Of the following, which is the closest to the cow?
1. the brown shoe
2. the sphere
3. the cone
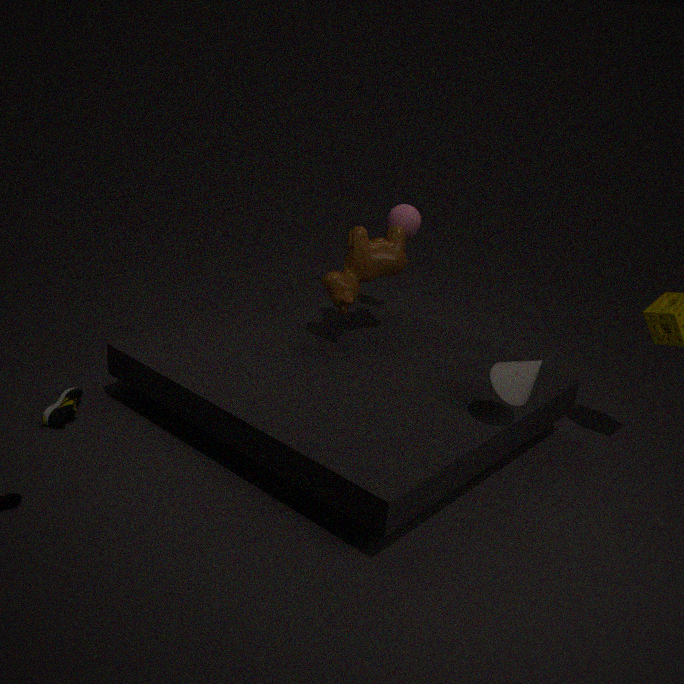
the sphere
